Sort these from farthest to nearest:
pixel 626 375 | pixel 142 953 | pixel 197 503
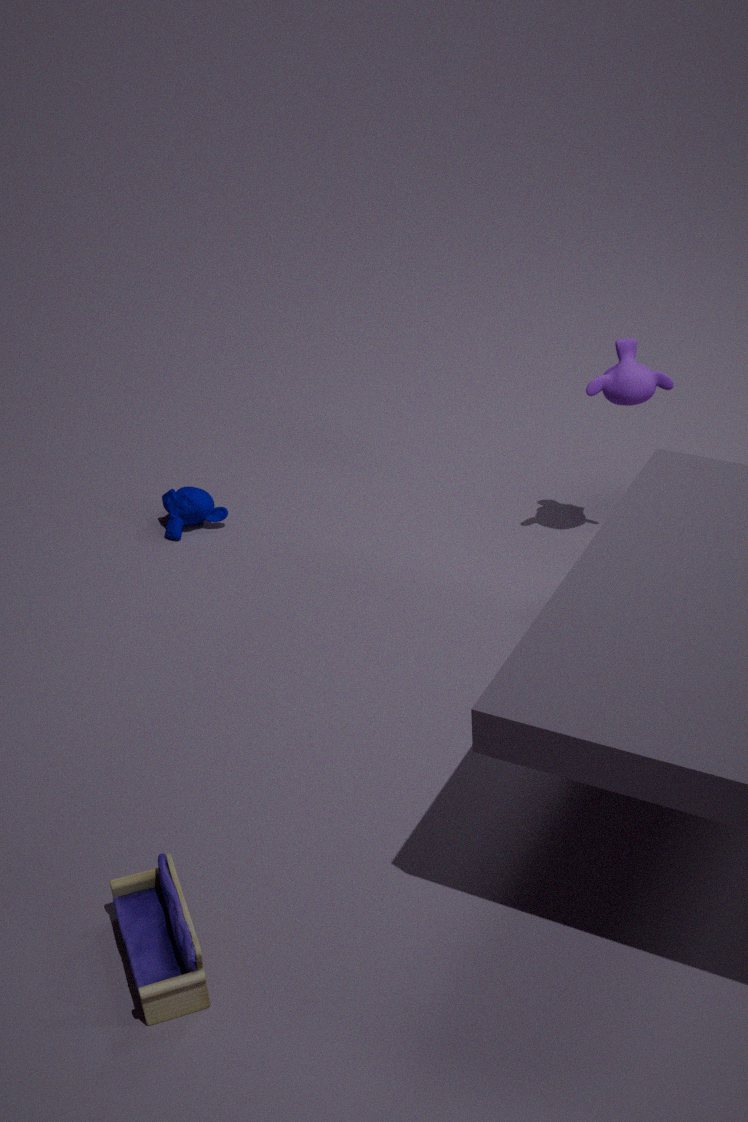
pixel 197 503 < pixel 626 375 < pixel 142 953
